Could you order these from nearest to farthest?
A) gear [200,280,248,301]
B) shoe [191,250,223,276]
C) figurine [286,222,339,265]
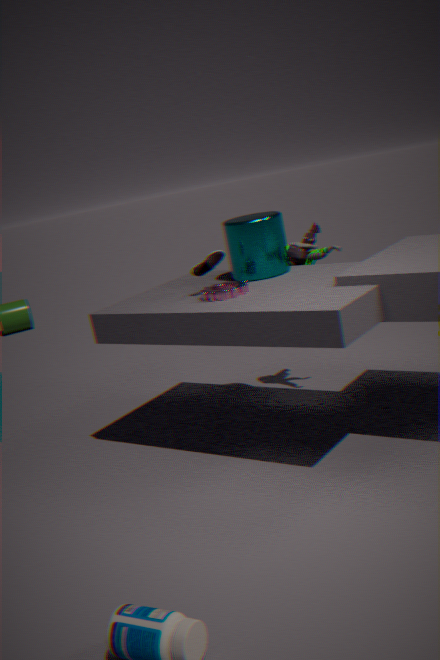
gear [200,280,248,301] → shoe [191,250,223,276] → figurine [286,222,339,265]
